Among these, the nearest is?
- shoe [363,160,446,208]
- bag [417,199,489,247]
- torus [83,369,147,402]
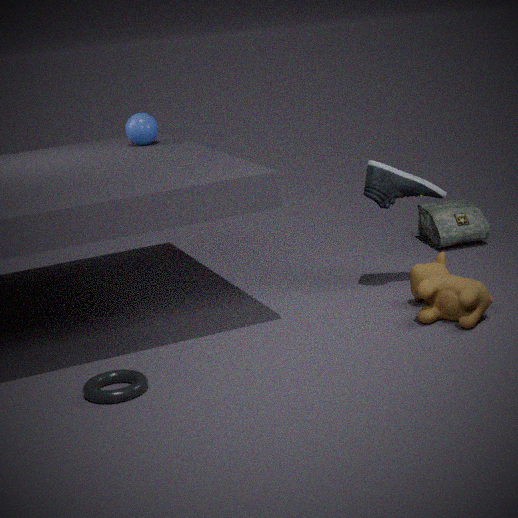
torus [83,369,147,402]
